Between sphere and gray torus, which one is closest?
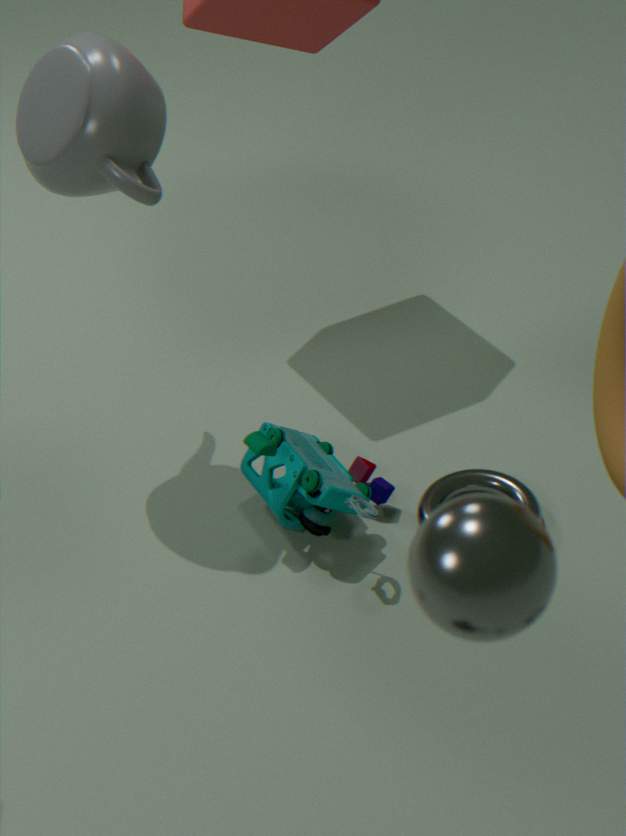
sphere
